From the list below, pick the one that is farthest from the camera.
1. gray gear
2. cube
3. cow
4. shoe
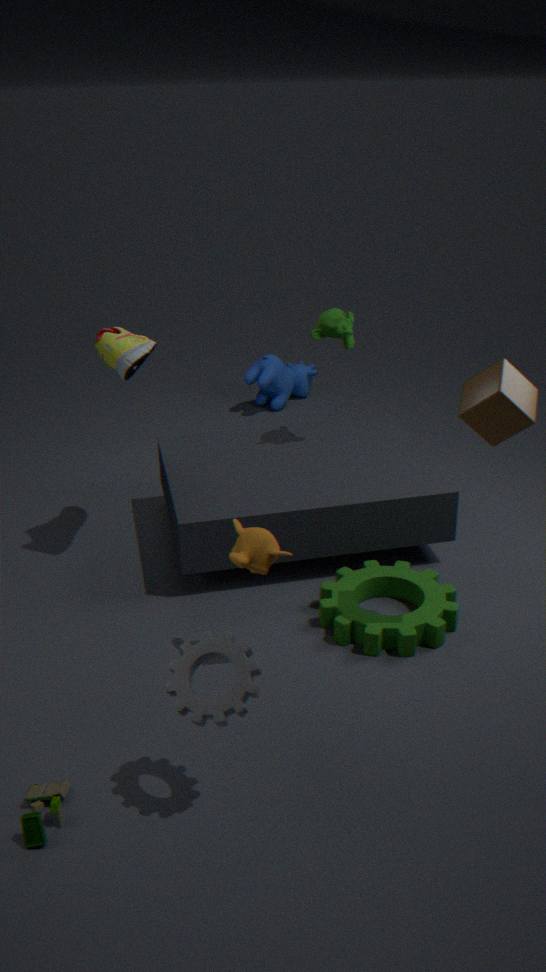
cow
